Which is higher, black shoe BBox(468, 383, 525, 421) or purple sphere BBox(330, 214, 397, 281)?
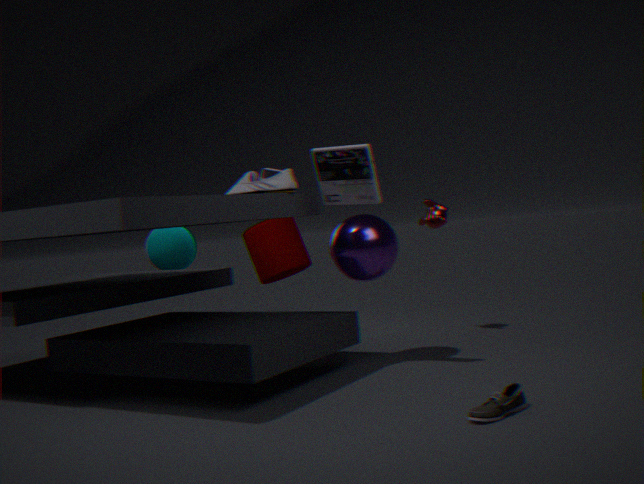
purple sphere BBox(330, 214, 397, 281)
